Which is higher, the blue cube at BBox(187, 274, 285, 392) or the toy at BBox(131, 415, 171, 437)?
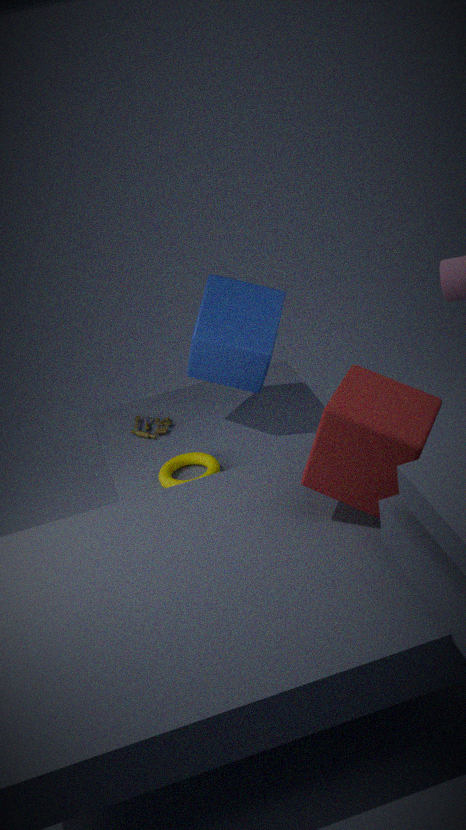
the blue cube at BBox(187, 274, 285, 392)
